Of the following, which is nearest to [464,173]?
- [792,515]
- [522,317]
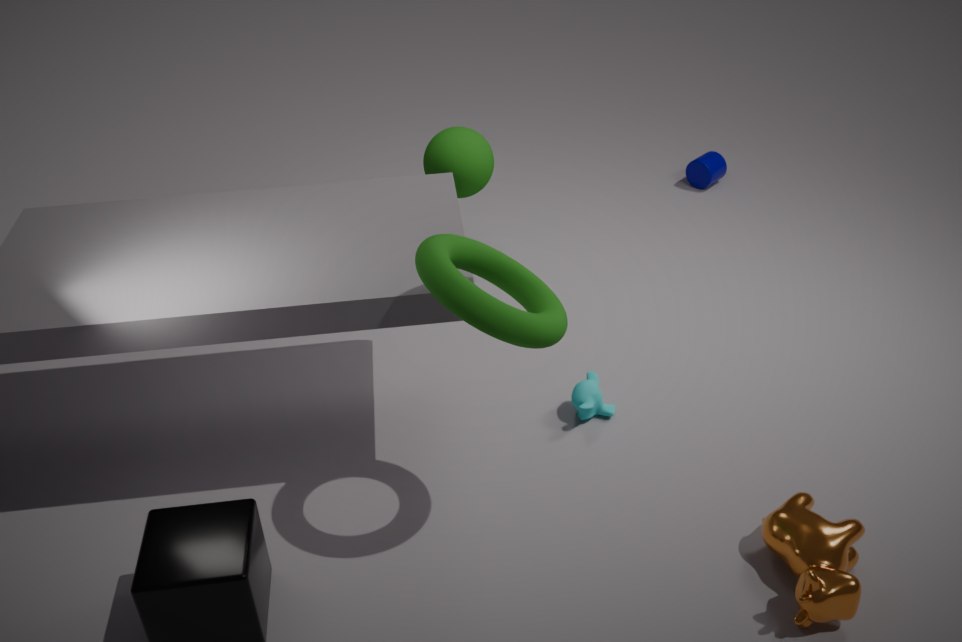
[522,317]
